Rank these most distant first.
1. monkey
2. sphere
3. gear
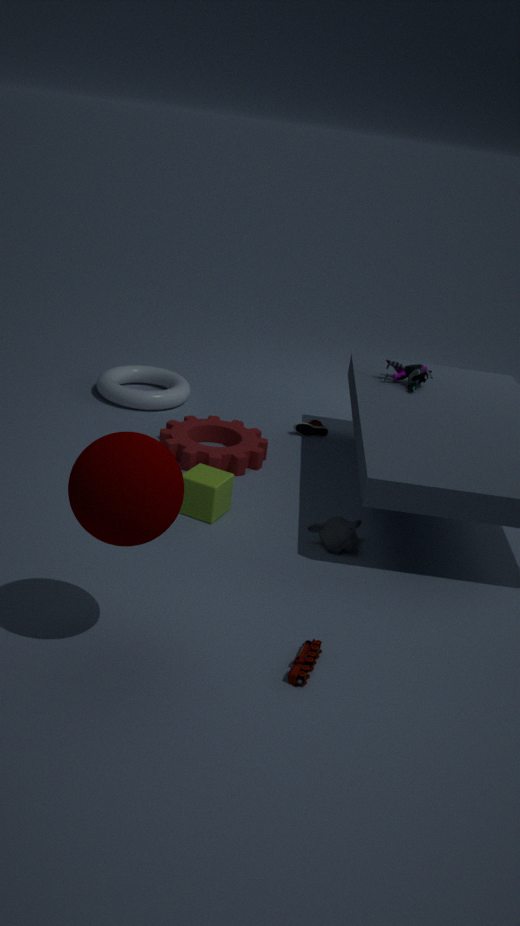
gear, monkey, sphere
